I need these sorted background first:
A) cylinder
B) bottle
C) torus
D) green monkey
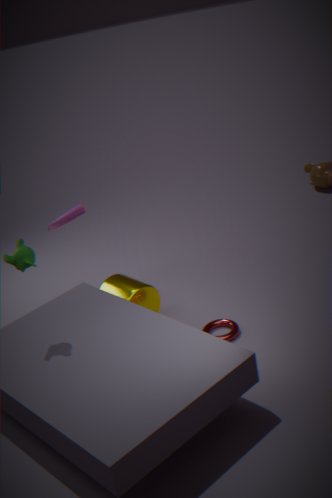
1. bottle
2. cylinder
3. torus
4. green monkey
